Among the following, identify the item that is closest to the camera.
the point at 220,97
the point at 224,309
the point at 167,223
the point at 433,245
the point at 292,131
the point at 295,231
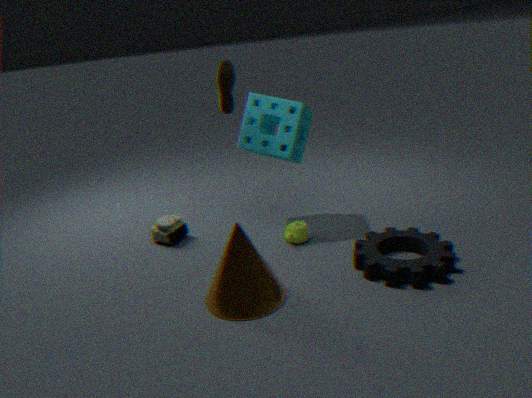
the point at 224,309
